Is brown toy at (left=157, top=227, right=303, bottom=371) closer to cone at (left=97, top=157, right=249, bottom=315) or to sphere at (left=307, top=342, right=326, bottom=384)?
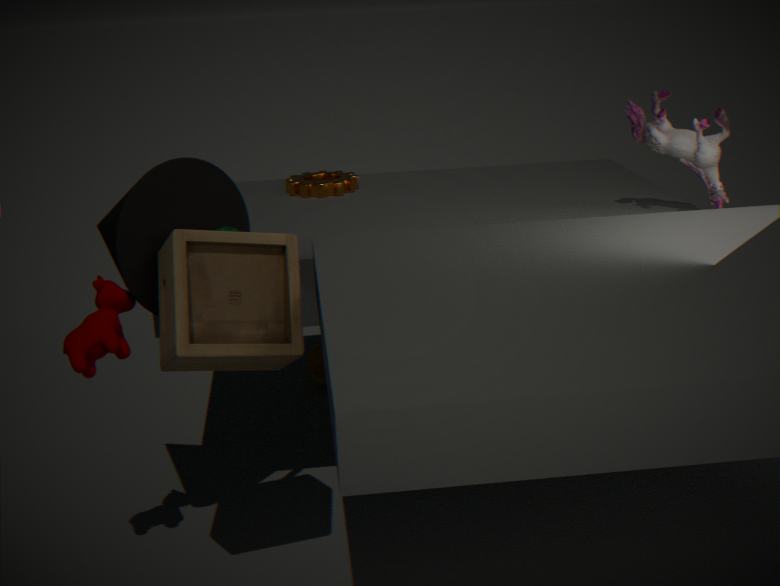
cone at (left=97, top=157, right=249, bottom=315)
